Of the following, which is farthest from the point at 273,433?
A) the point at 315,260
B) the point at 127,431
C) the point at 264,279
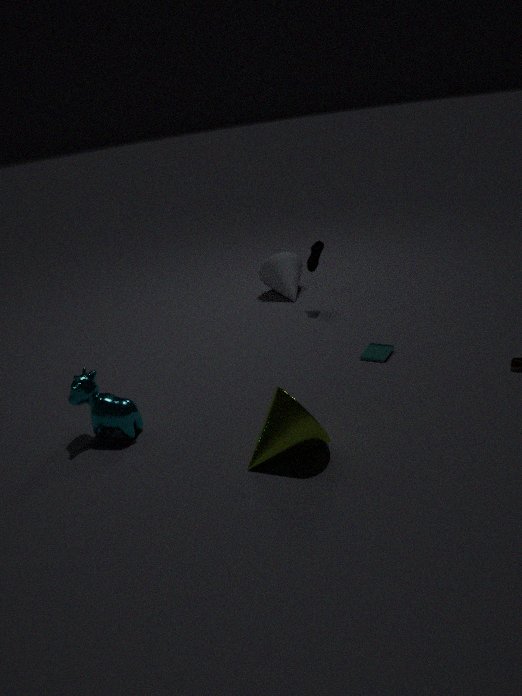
the point at 264,279
